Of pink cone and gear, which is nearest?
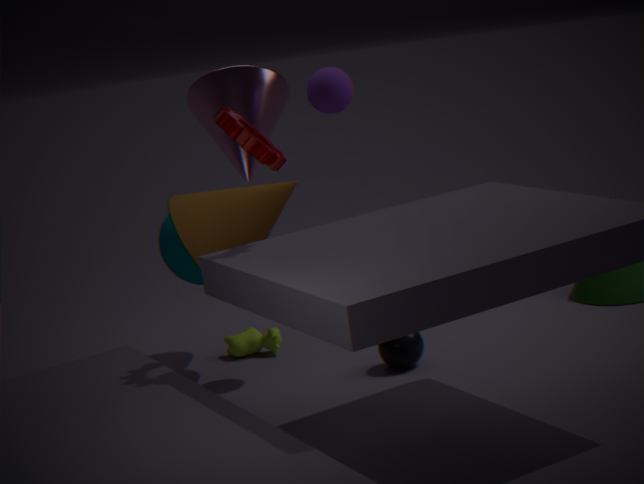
gear
